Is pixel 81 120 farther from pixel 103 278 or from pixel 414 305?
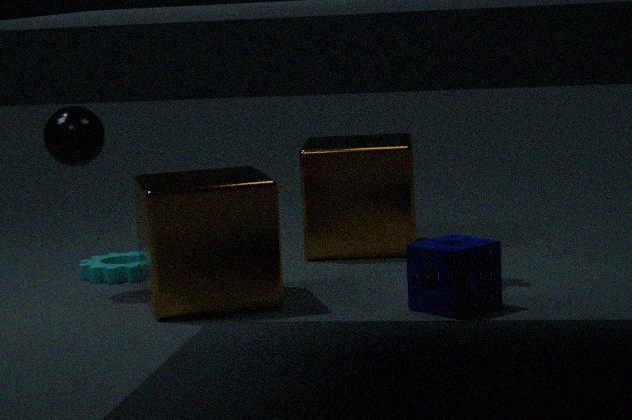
pixel 414 305
